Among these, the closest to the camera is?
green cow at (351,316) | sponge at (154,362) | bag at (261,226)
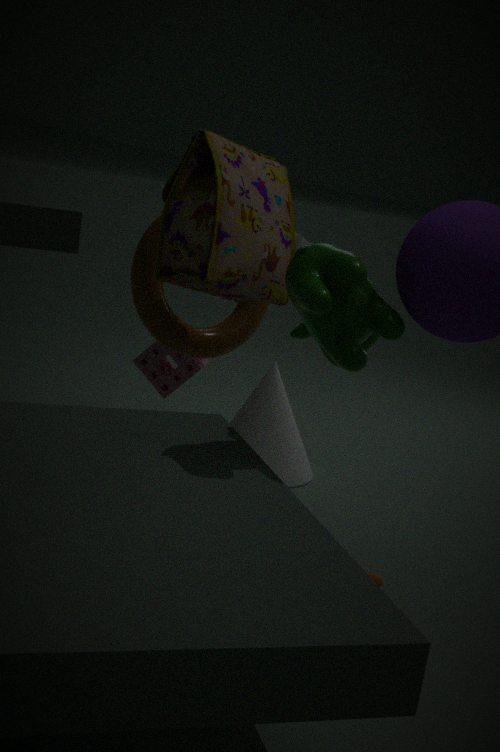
green cow at (351,316)
